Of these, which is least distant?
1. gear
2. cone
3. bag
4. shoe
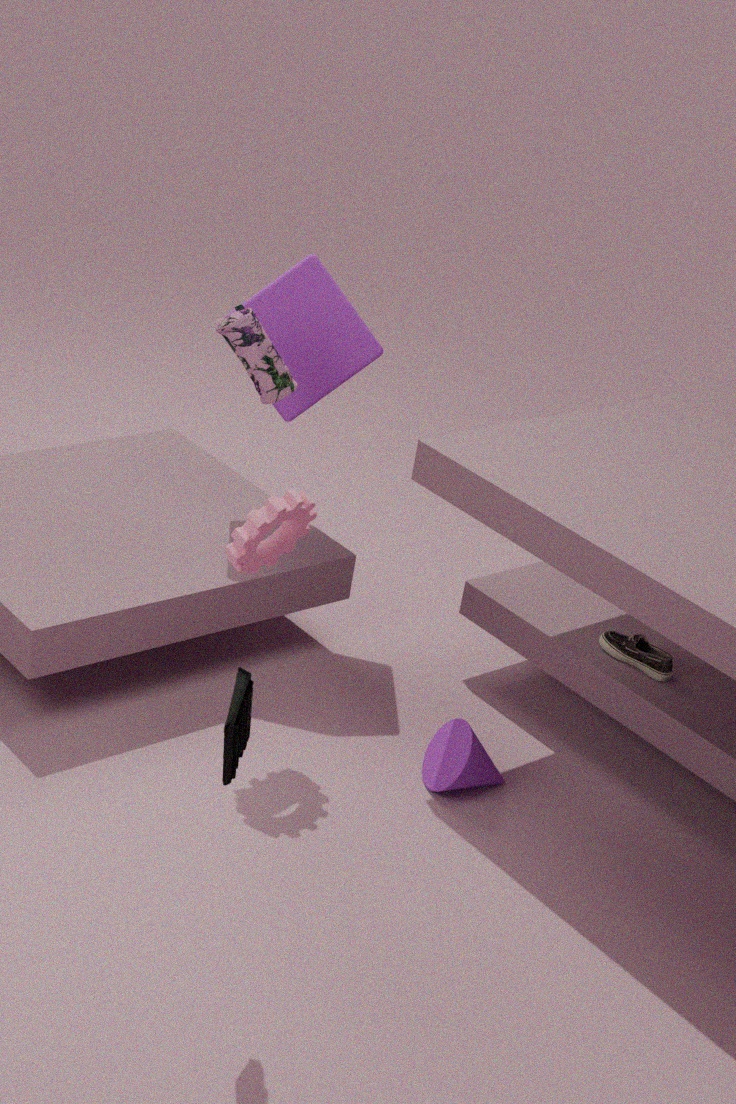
gear
